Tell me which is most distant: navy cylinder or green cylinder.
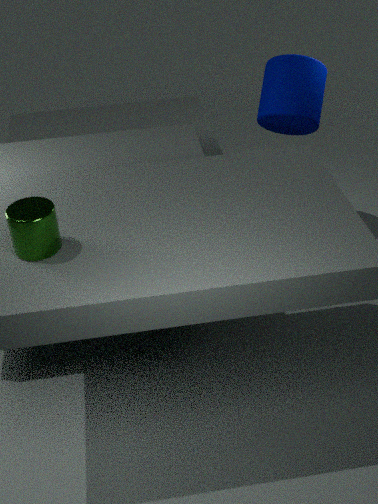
navy cylinder
